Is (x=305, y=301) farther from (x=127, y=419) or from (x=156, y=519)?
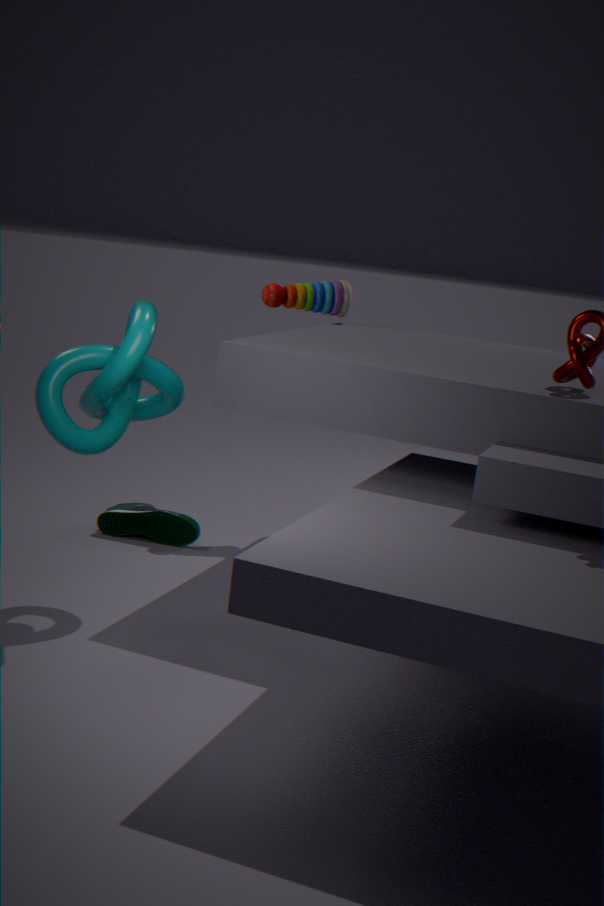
(x=127, y=419)
